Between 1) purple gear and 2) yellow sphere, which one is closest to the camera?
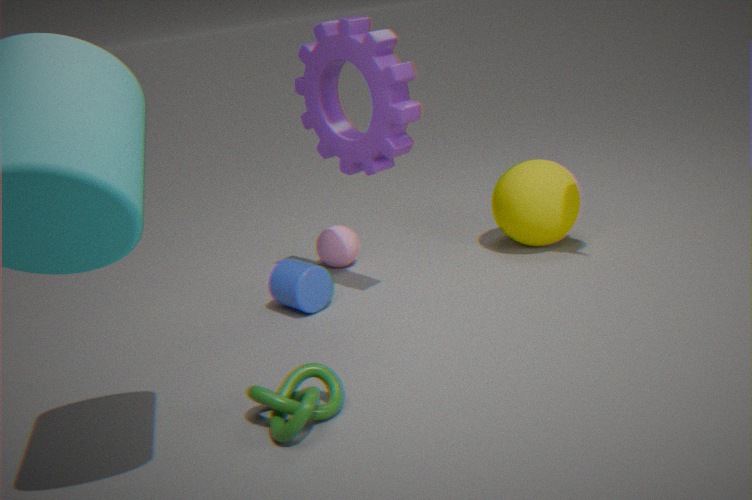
1. purple gear
